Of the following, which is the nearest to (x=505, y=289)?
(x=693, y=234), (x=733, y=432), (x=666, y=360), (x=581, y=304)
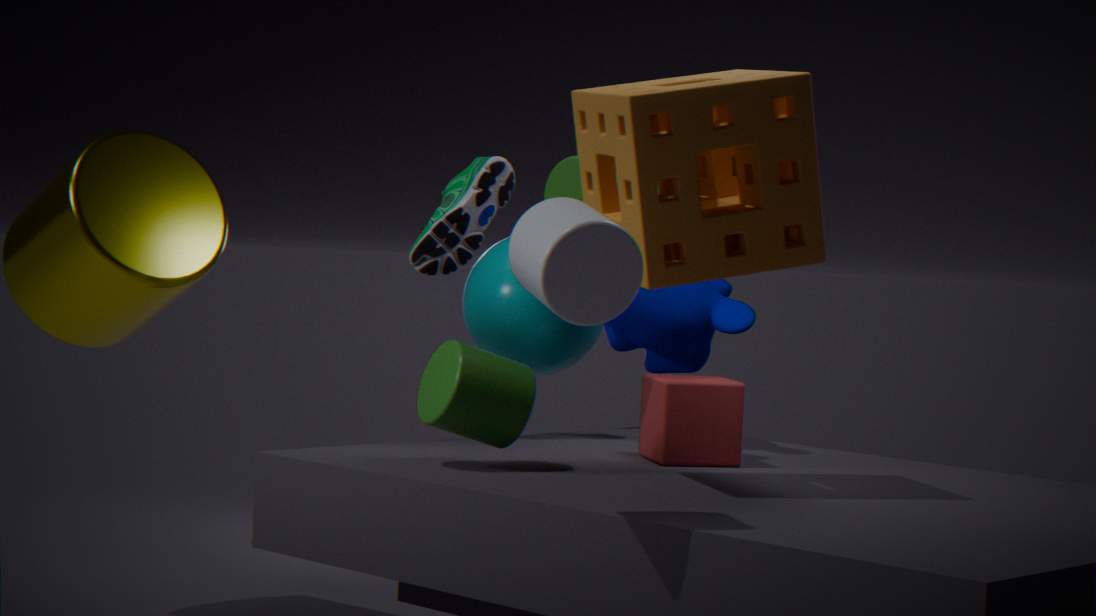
(x=666, y=360)
